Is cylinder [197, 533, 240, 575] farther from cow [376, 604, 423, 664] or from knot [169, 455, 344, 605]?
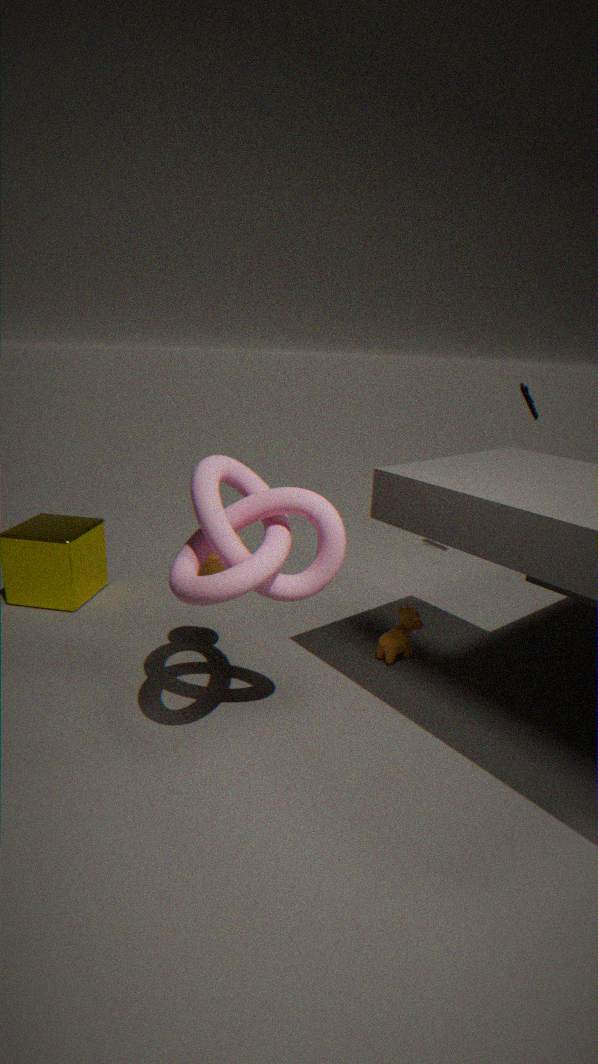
cow [376, 604, 423, 664]
